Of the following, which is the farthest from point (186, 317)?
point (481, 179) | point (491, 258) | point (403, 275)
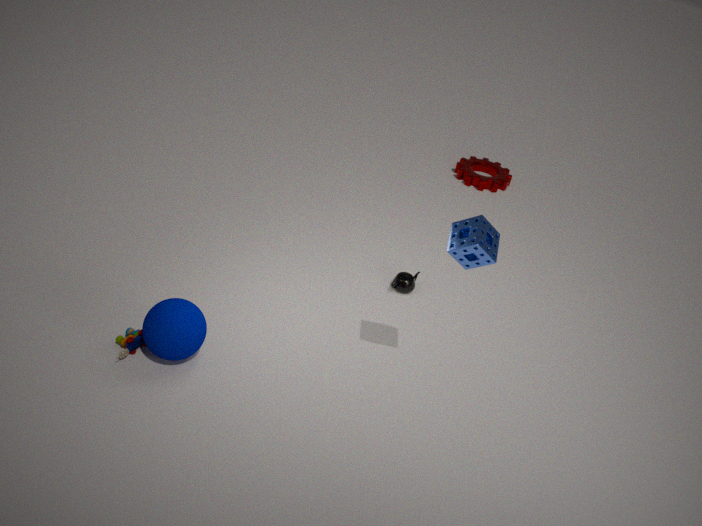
point (481, 179)
